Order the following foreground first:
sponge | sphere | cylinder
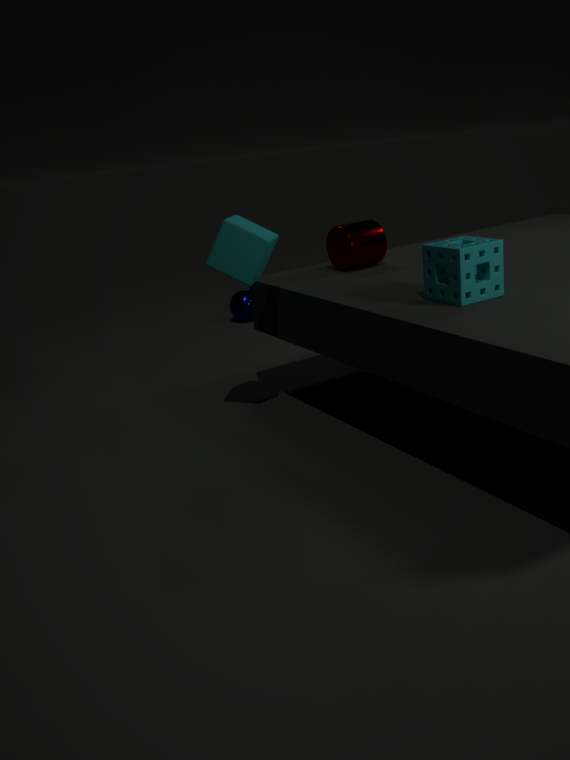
sponge, cylinder, sphere
